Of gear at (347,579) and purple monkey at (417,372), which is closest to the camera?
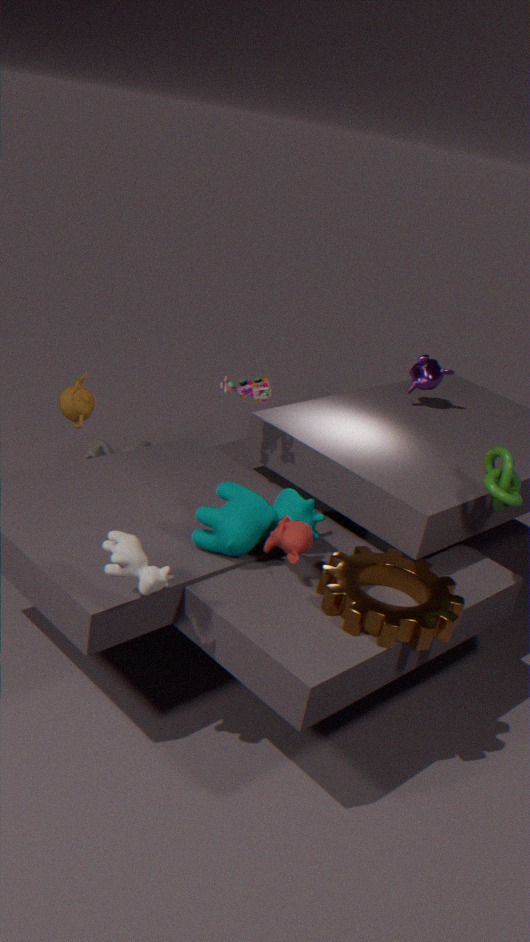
gear at (347,579)
